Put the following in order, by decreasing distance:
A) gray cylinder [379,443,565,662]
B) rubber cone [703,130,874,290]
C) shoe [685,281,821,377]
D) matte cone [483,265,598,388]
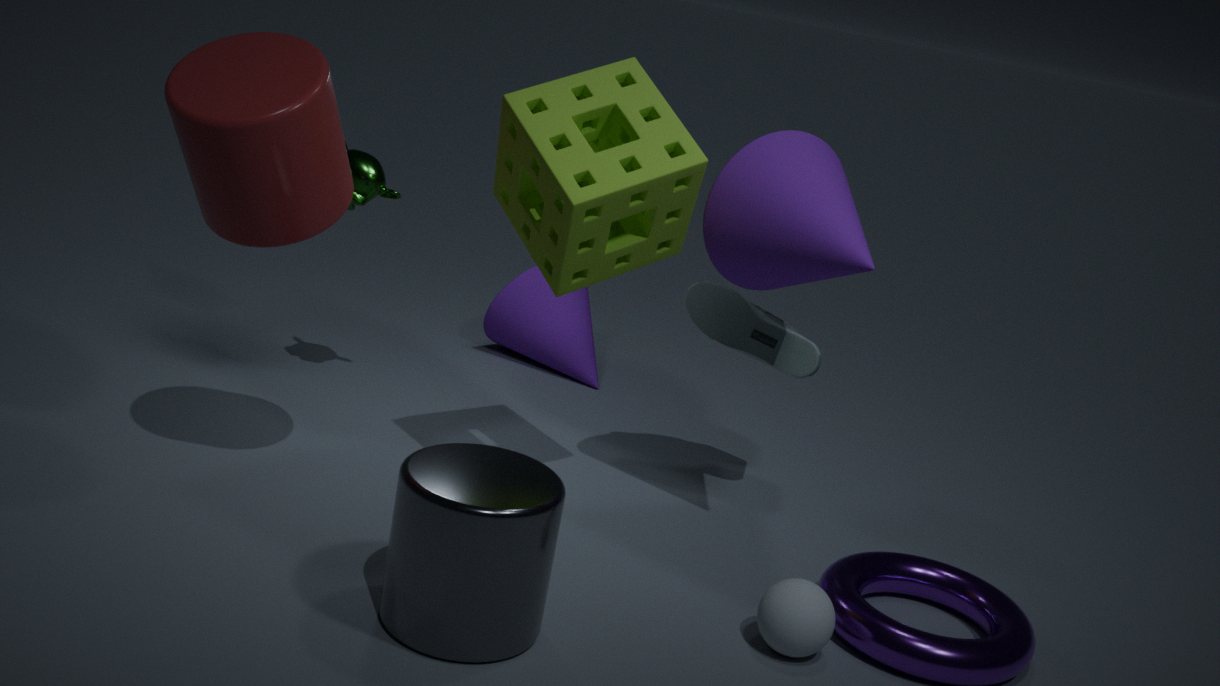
matte cone [483,265,598,388] → shoe [685,281,821,377] → rubber cone [703,130,874,290] → gray cylinder [379,443,565,662]
